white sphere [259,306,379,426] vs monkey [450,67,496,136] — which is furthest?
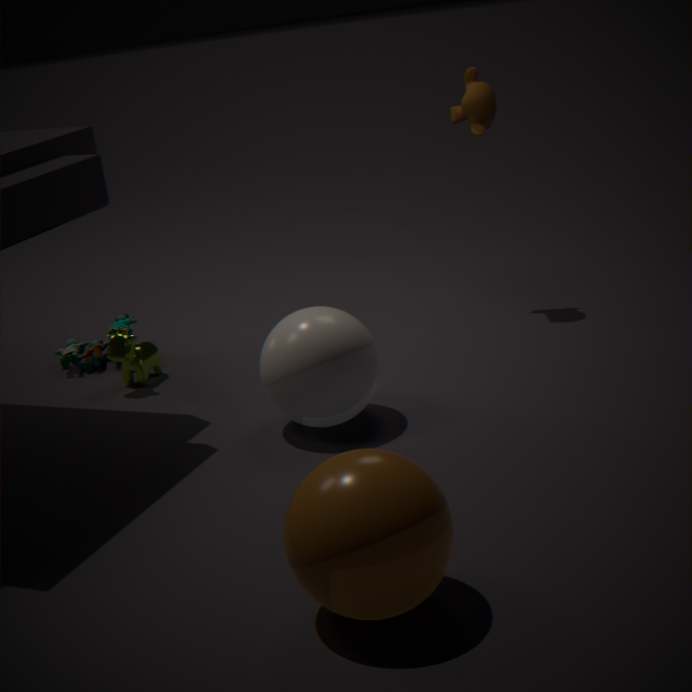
monkey [450,67,496,136]
